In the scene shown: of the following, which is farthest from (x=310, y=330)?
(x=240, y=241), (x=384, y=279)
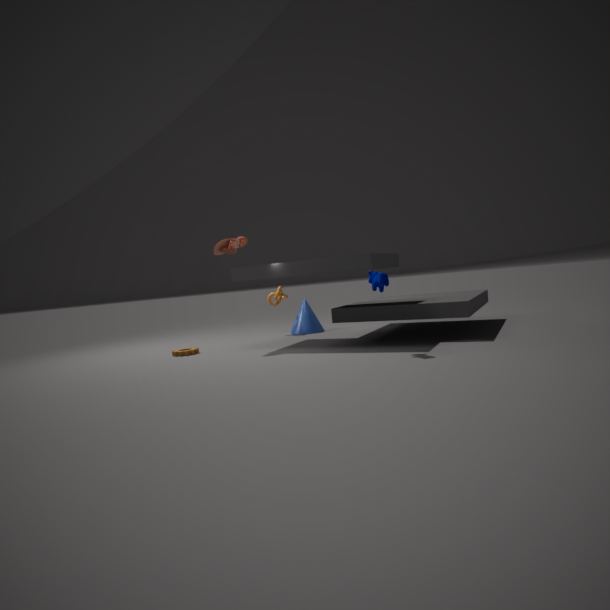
(x=384, y=279)
